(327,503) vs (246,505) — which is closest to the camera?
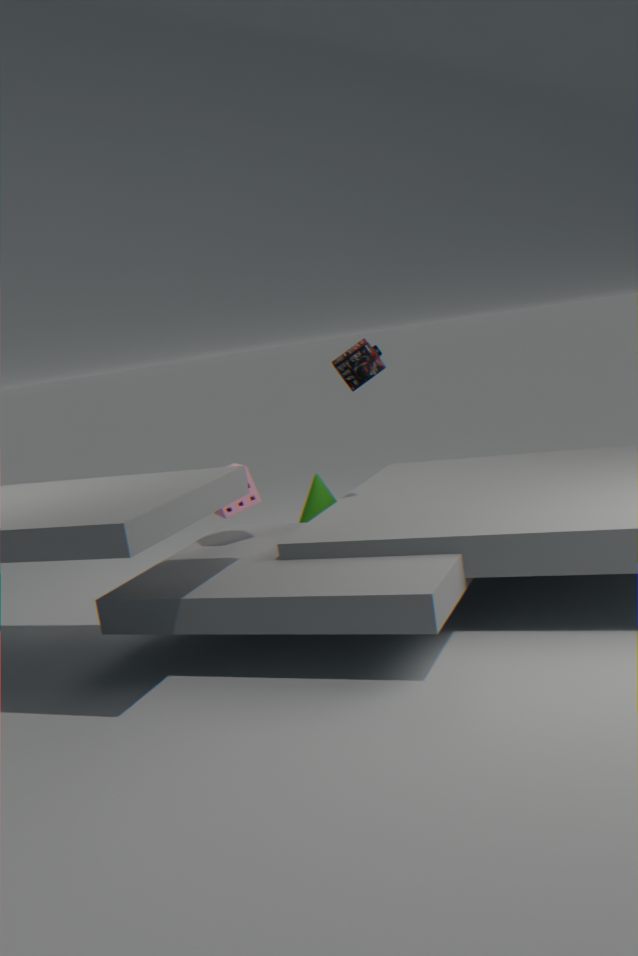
(246,505)
